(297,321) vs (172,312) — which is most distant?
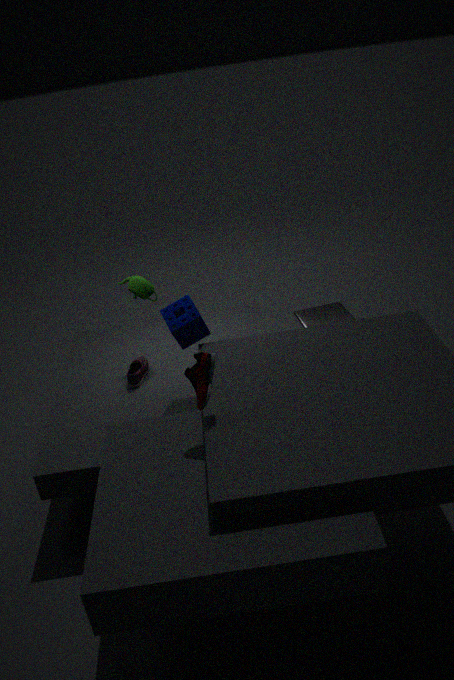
(297,321)
